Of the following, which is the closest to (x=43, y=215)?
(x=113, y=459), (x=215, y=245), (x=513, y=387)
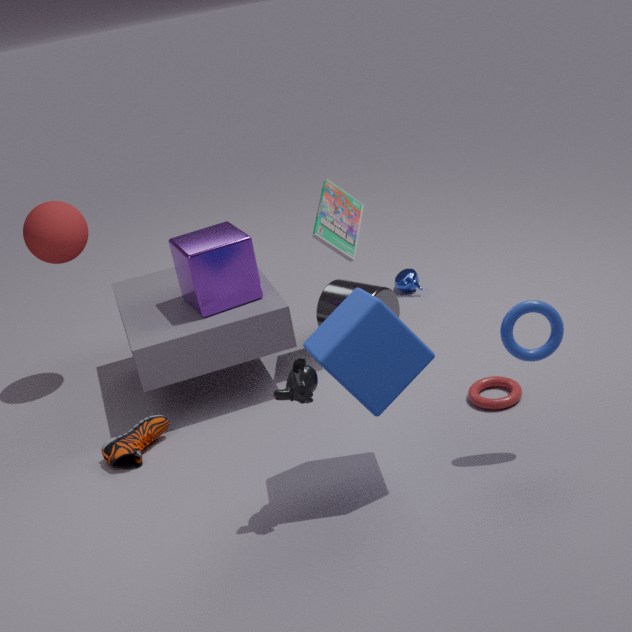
(x=215, y=245)
